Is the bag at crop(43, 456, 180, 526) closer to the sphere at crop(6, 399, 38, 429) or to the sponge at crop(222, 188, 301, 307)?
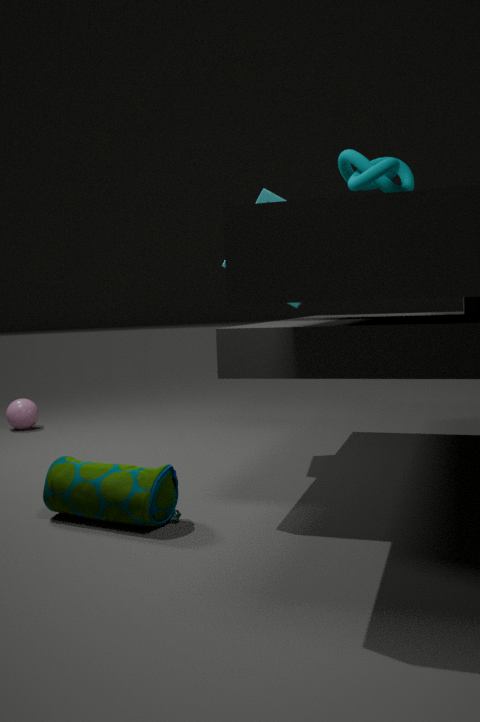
the sponge at crop(222, 188, 301, 307)
